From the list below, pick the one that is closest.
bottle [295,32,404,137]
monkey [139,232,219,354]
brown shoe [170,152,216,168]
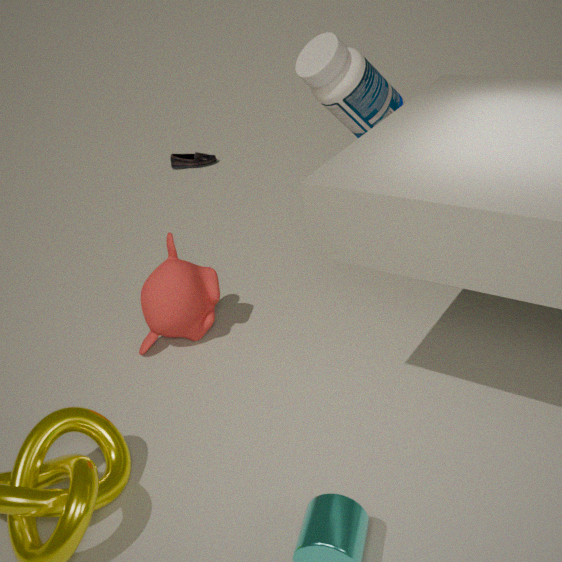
monkey [139,232,219,354]
